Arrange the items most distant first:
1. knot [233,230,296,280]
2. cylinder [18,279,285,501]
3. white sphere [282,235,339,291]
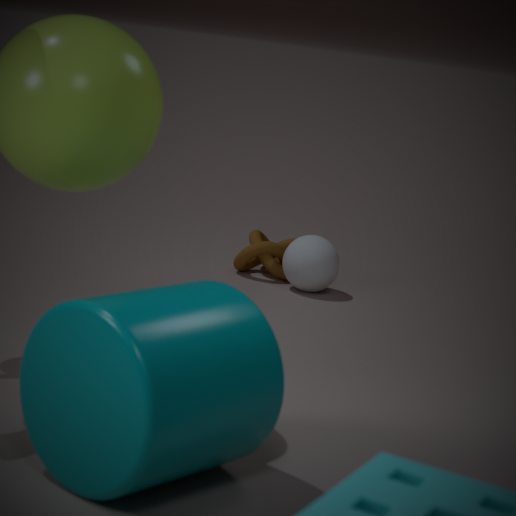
knot [233,230,296,280], white sphere [282,235,339,291], cylinder [18,279,285,501]
